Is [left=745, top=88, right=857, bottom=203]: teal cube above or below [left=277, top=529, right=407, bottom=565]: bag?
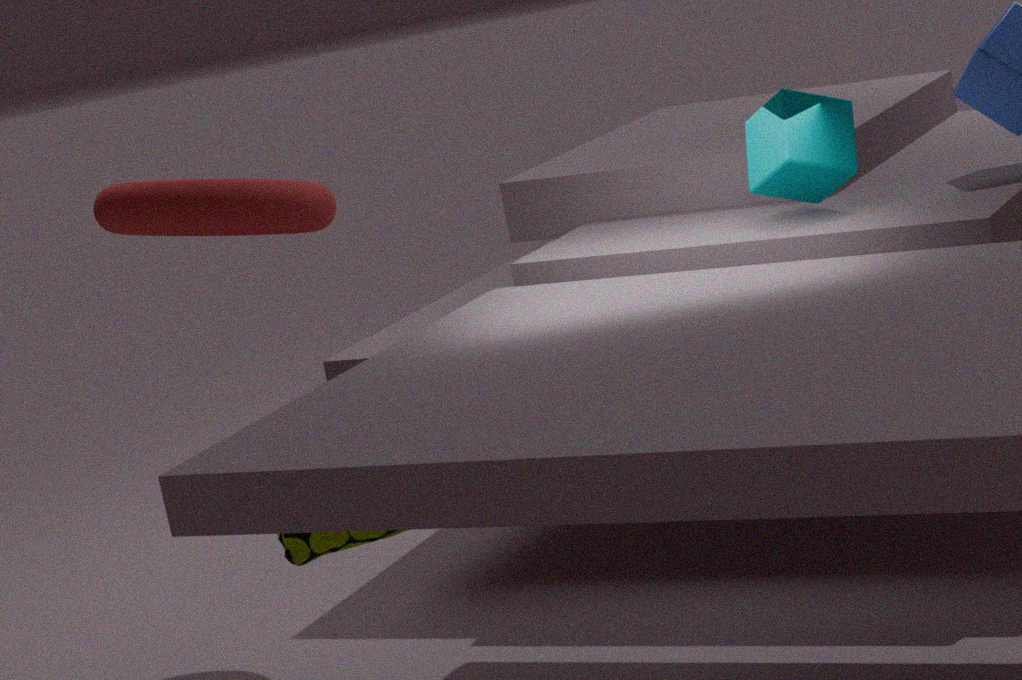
above
